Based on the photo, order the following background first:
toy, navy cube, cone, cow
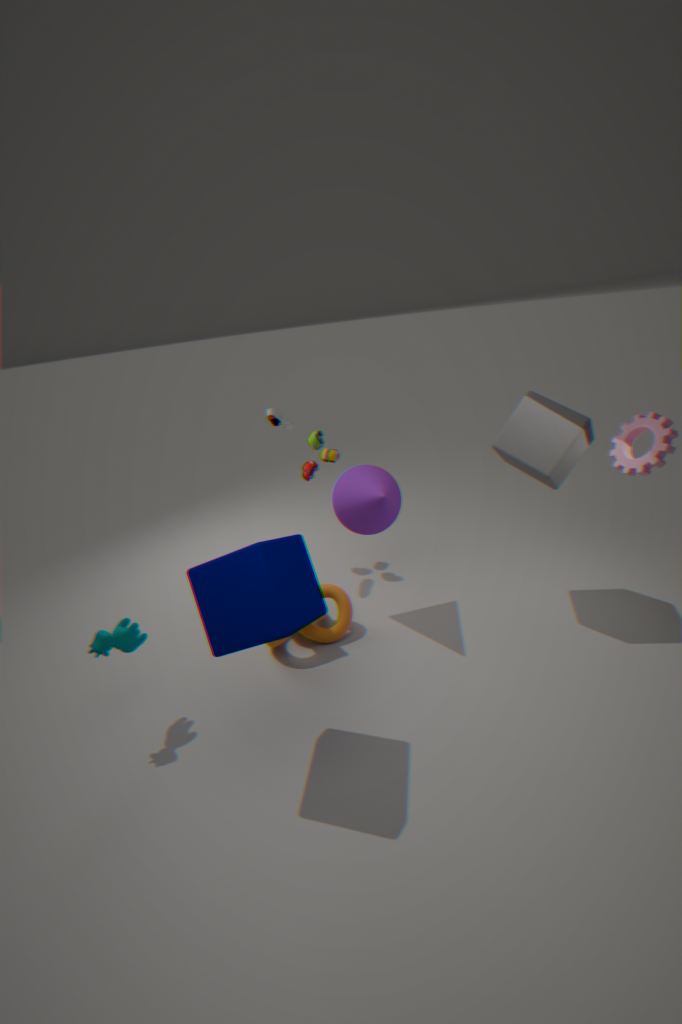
1. toy
2. cone
3. cow
4. navy cube
